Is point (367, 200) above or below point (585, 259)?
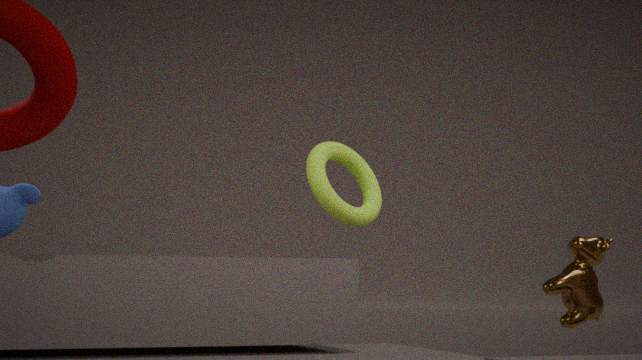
above
